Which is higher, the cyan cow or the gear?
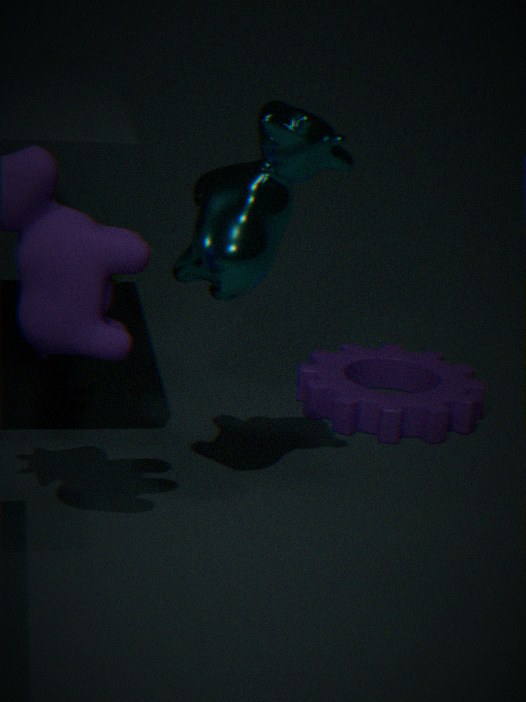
the cyan cow
